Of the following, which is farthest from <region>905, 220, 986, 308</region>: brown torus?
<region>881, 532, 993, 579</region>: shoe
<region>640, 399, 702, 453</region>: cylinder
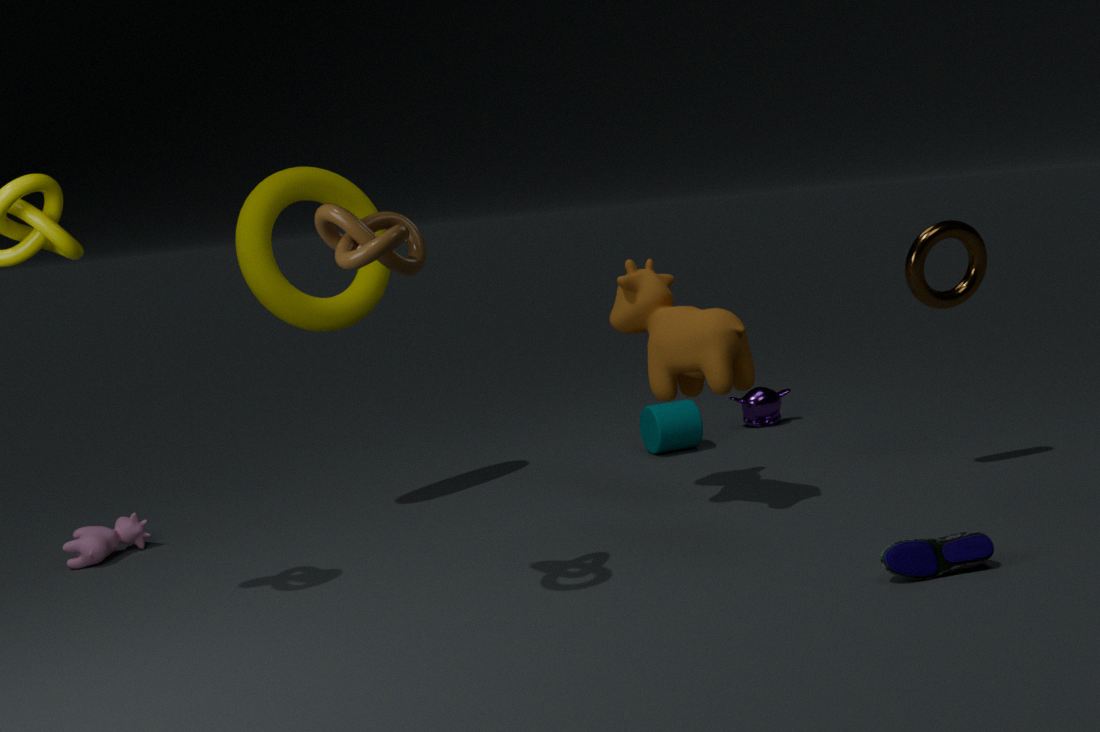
<region>640, 399, 702, 453</region>: cylinder
